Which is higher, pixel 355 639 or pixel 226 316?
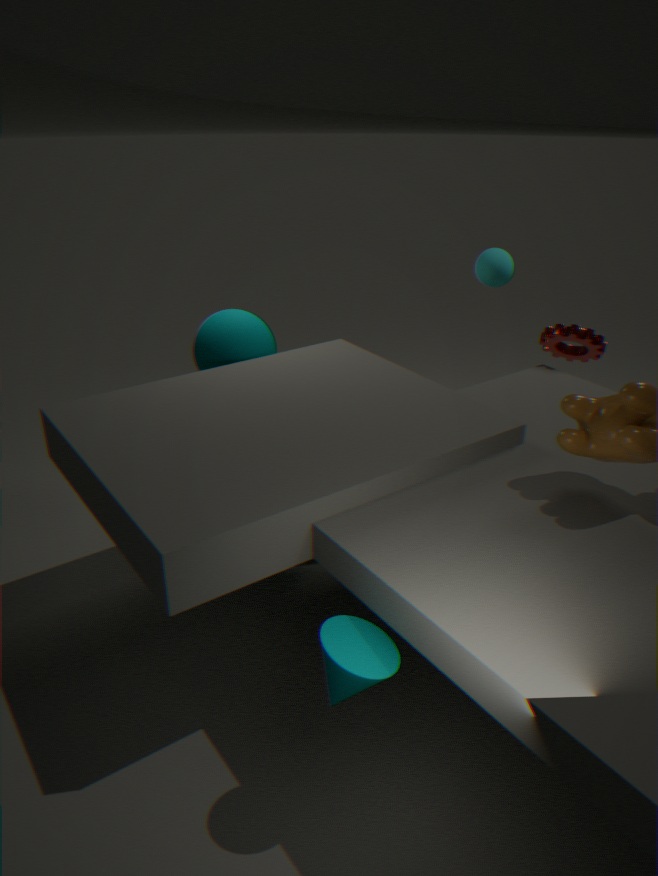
pixel 226 316
